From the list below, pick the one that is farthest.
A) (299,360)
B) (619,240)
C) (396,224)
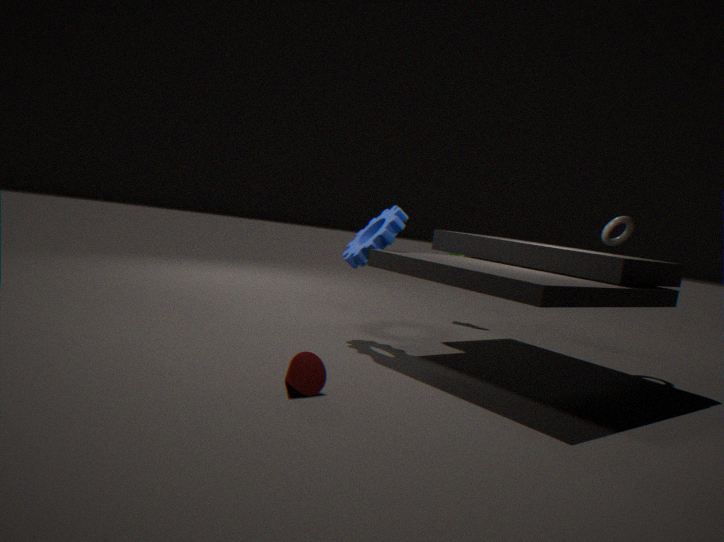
(619,240)
